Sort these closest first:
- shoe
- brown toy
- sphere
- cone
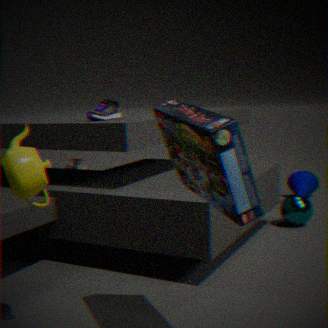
shoe, sphere, cone, brown toy
